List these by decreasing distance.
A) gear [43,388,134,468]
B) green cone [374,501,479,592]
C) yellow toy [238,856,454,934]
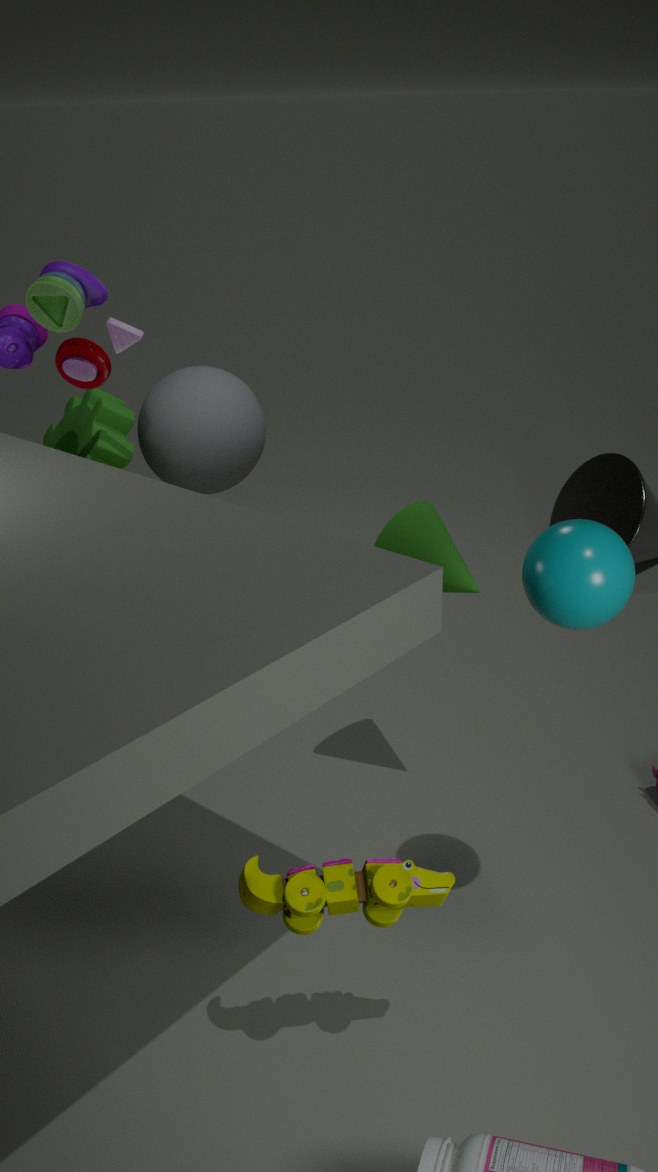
1. gear [43,388,134,468]
2. green cone [374,501,479,592]
3. yellow toy [238,856,454,934]
